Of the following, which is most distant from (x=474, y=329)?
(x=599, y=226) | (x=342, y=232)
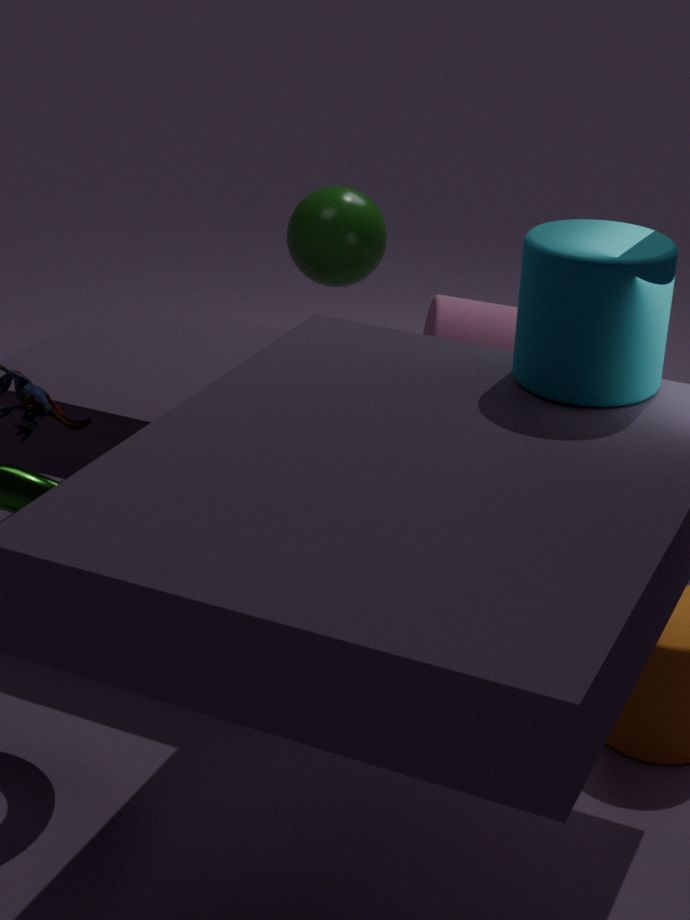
(x=599, y=226)
